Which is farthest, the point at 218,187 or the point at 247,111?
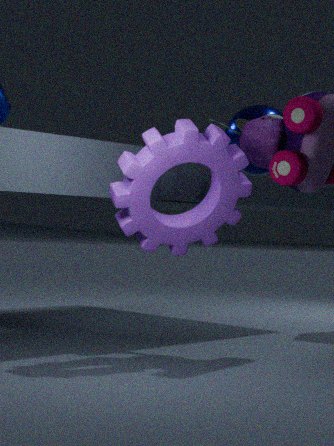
the point at 247,111
